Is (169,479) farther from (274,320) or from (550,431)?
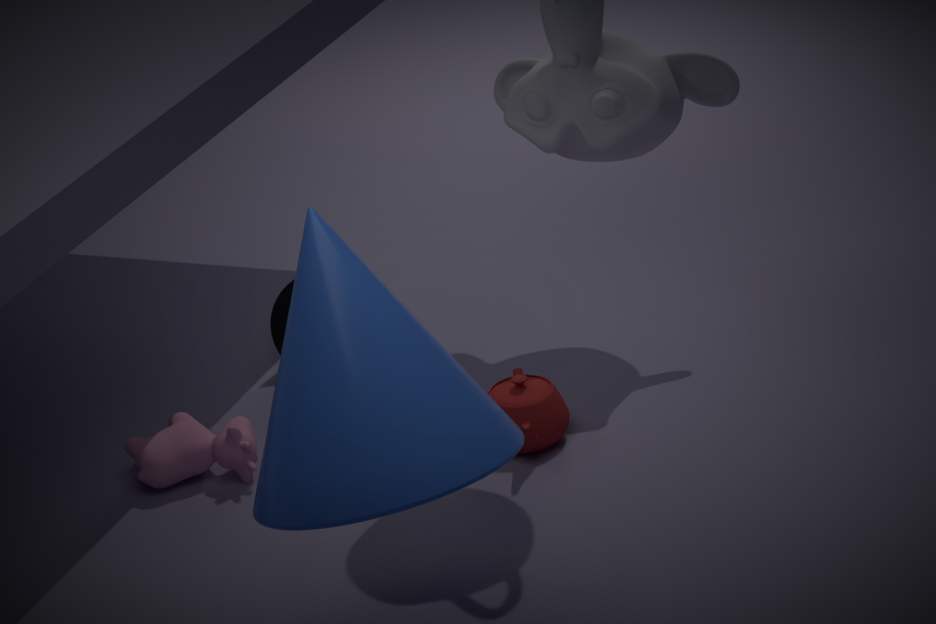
(550,431)
